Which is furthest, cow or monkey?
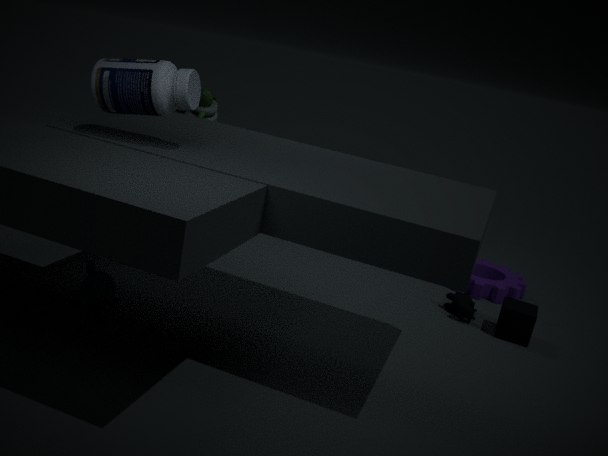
cow
